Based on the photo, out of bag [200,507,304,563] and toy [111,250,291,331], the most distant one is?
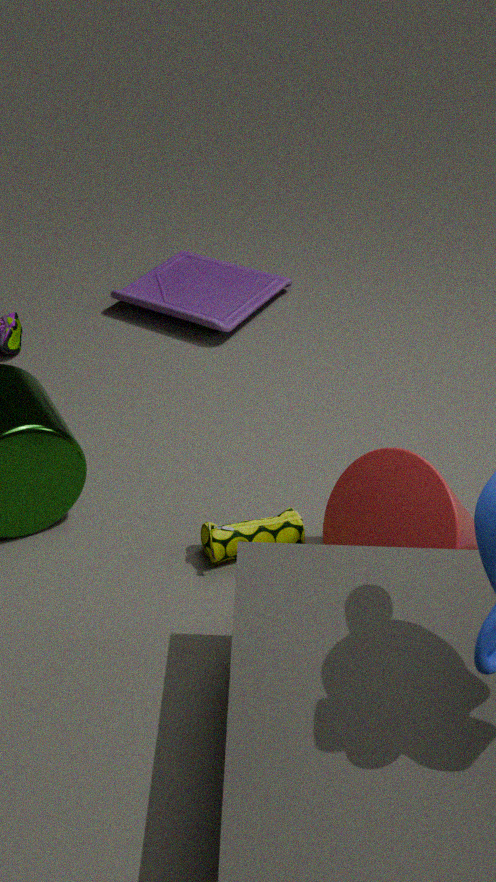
toy [111,250,291,331]
